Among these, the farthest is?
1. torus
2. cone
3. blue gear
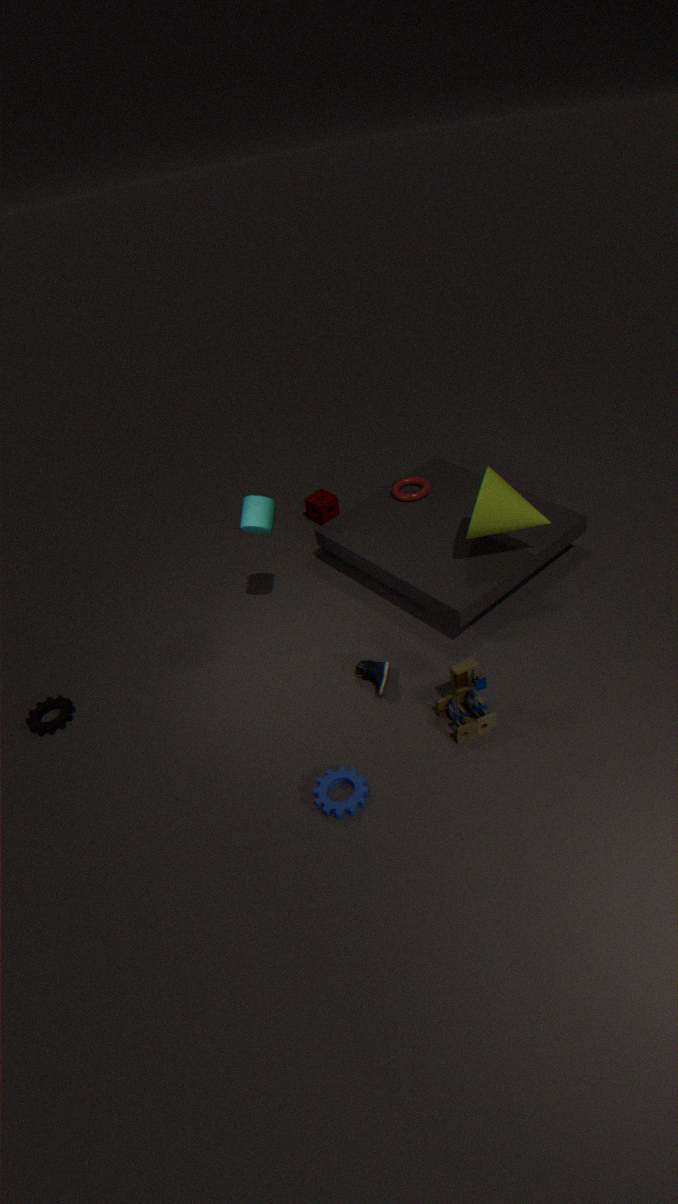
torus
